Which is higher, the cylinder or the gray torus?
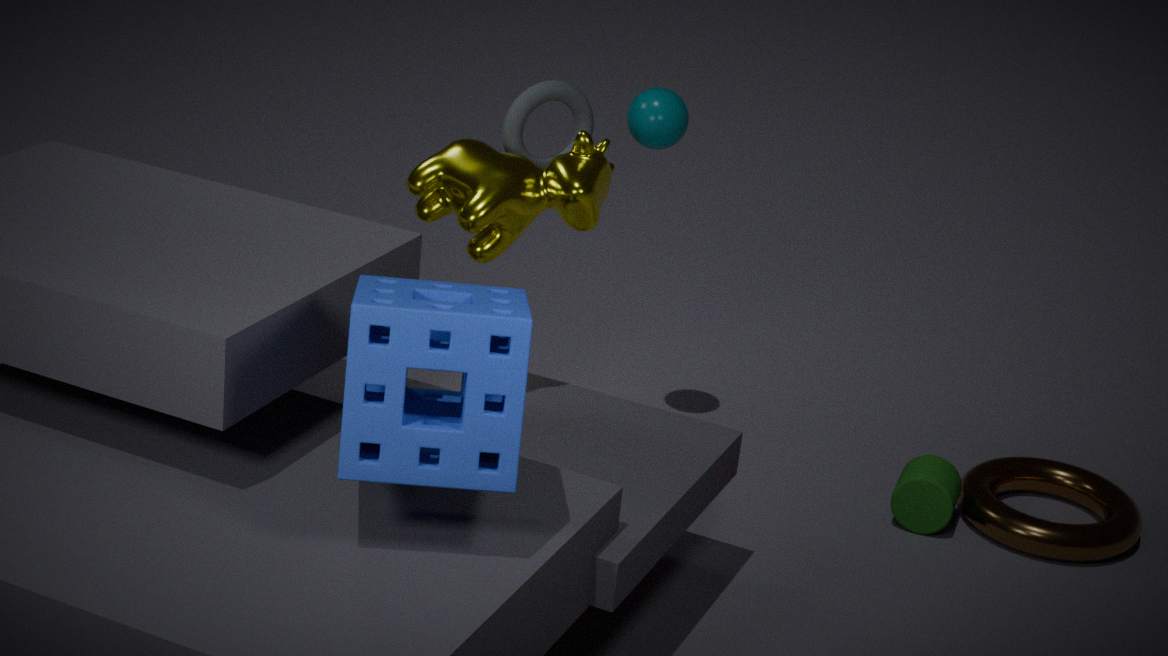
the gray torus
